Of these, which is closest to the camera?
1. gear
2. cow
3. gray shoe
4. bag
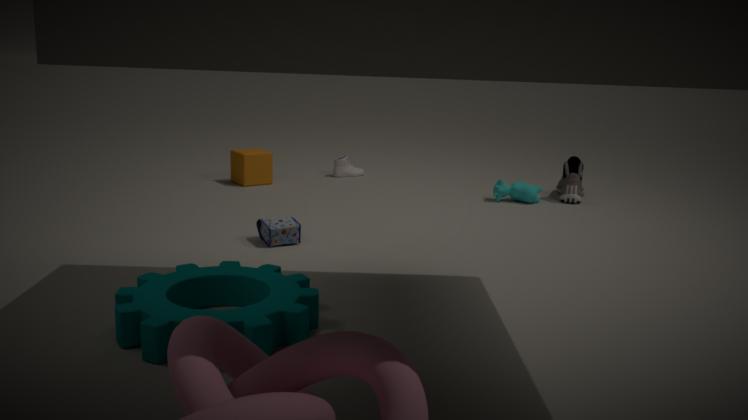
gear
